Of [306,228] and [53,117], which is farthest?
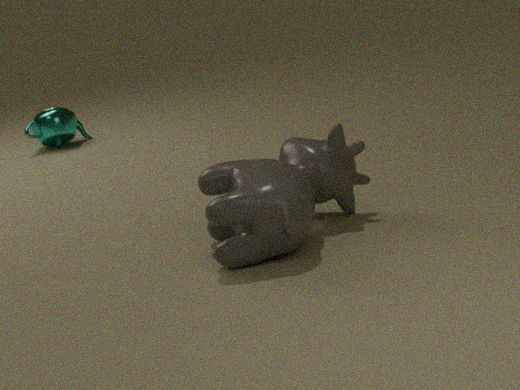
[53,117]
